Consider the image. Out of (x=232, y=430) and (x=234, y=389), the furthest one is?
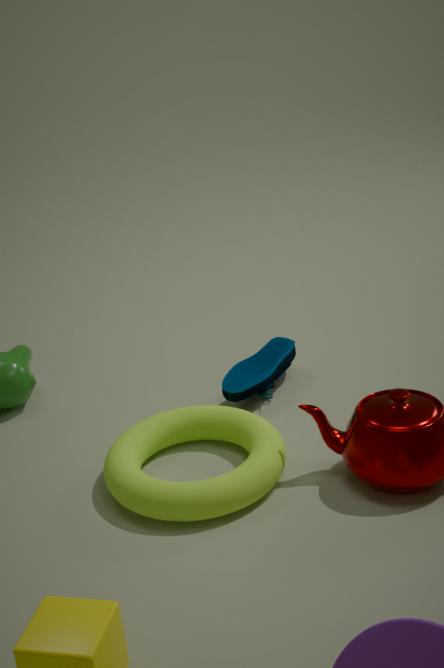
(x=234, y=389)
